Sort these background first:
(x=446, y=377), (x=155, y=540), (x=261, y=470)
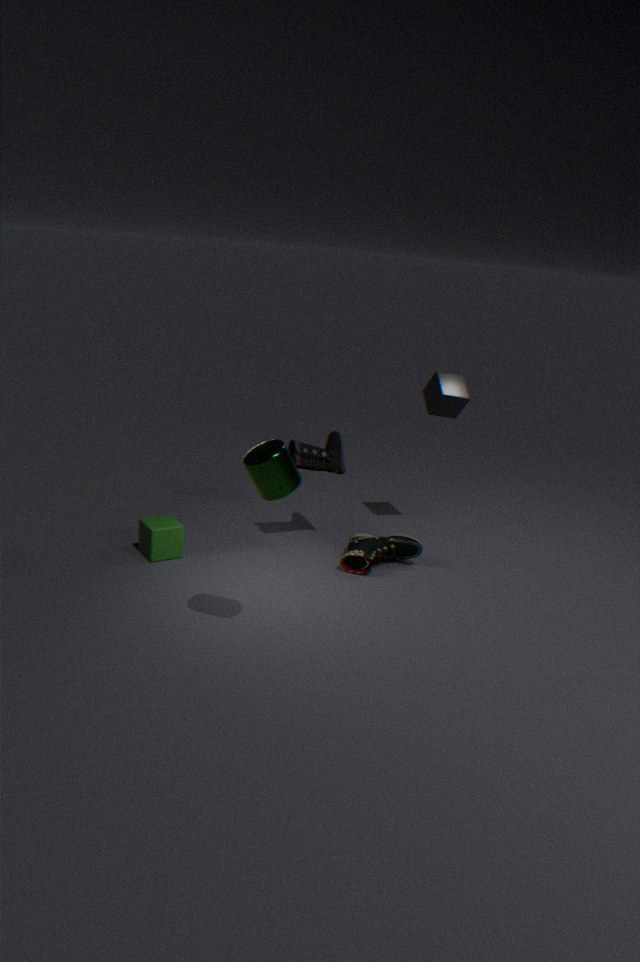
(x=446, y=377), (x=155, y=540), (x=261, y=470)
